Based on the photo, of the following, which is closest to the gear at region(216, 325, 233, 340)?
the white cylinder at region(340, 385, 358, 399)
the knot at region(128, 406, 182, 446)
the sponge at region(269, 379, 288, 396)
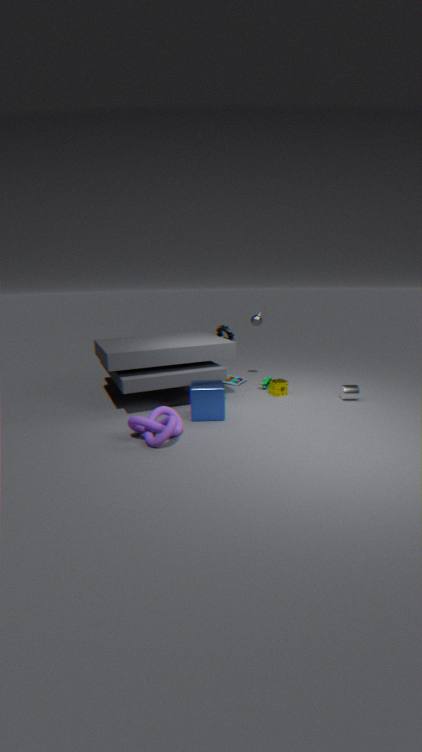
the sponge at region(269, 379, 288, 396)
